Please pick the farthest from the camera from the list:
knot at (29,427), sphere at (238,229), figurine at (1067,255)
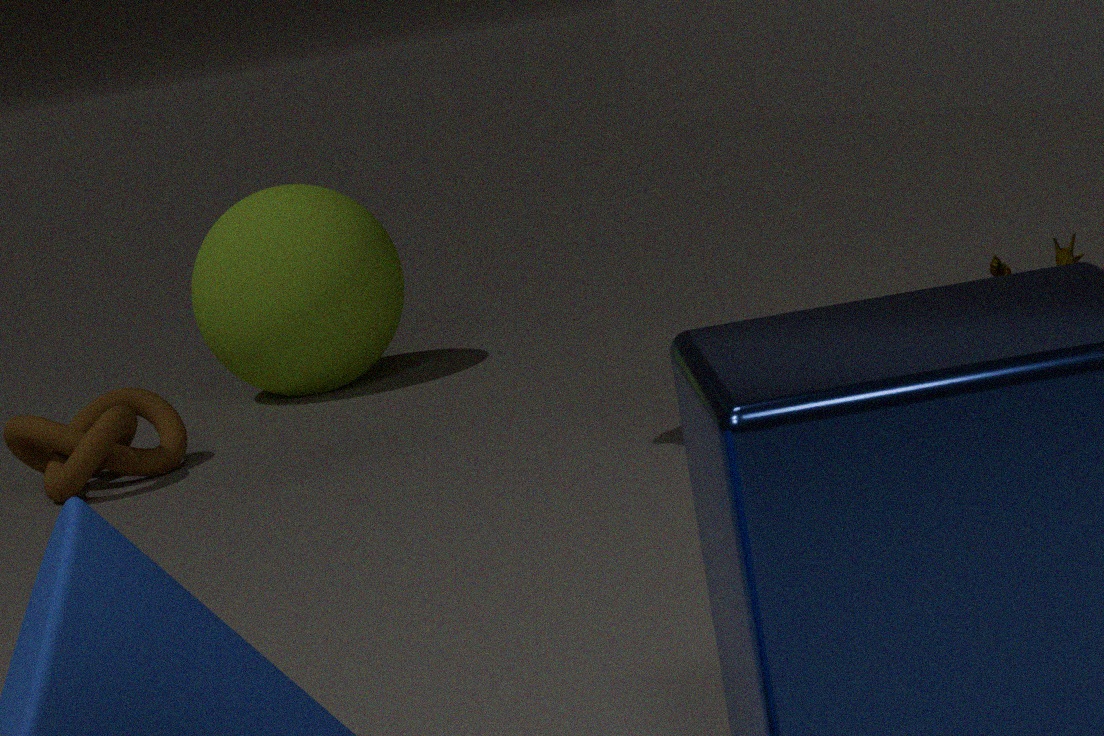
sphere at (238,229)
